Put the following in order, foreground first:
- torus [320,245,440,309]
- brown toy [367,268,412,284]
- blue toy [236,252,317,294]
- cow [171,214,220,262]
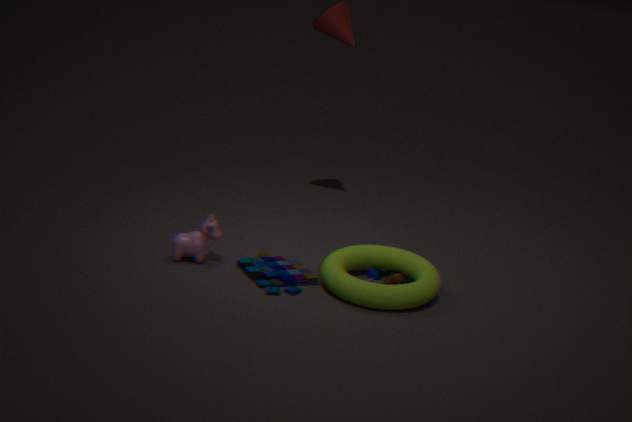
1. torus [320,245,440,309]
2. blue toy [236,252,317,294]
3. cow [171,214,220,262]
4. brown toy [367,268,412,284]
